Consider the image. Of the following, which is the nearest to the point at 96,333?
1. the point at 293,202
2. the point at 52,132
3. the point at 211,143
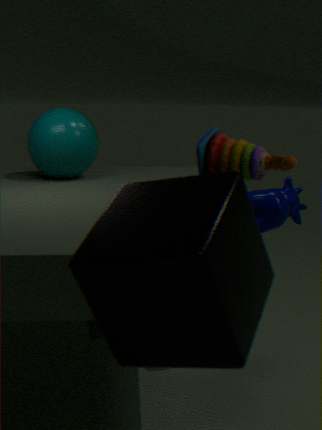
the point at 293,202
